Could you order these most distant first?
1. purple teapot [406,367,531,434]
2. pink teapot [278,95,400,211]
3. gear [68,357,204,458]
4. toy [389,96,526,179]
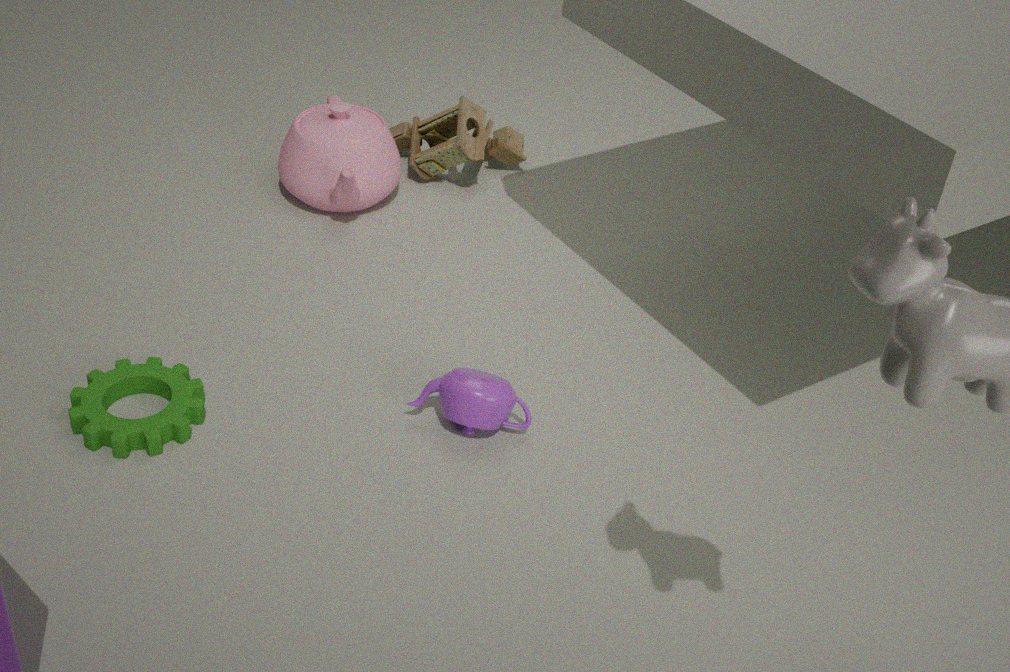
toy [389,96,526,179]
pink teapot [278,95,400,211]
purple teapot [406,367,531,434]
gear [68,357,204,458]
